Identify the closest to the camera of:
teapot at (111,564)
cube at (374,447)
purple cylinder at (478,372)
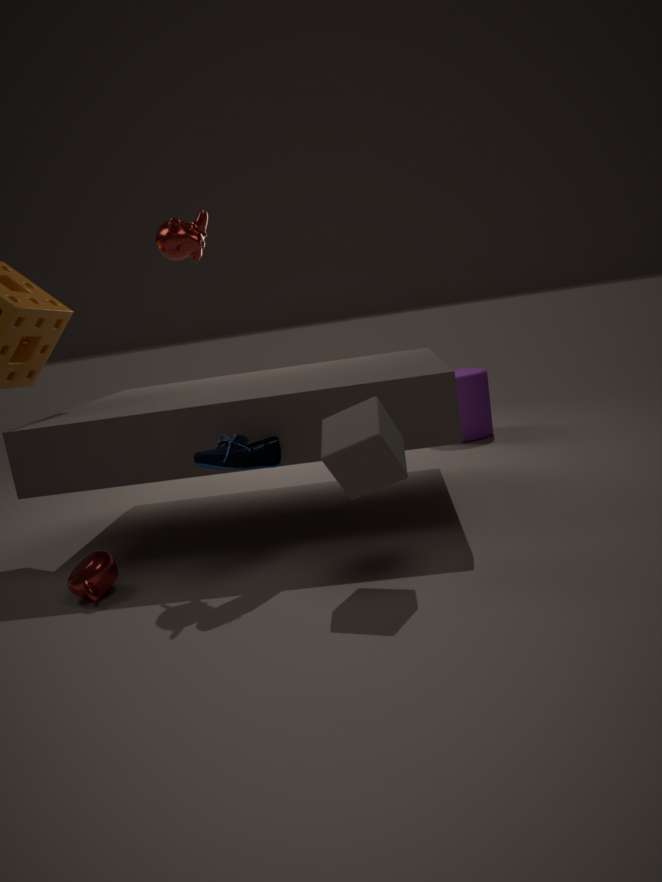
cube at (374,447)
